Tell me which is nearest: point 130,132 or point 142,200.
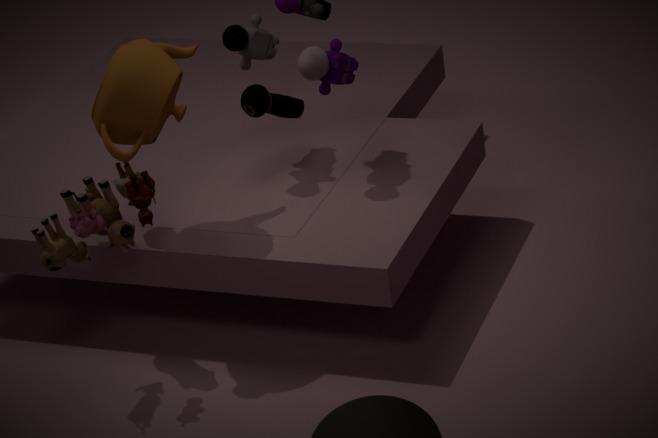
point 142,200
